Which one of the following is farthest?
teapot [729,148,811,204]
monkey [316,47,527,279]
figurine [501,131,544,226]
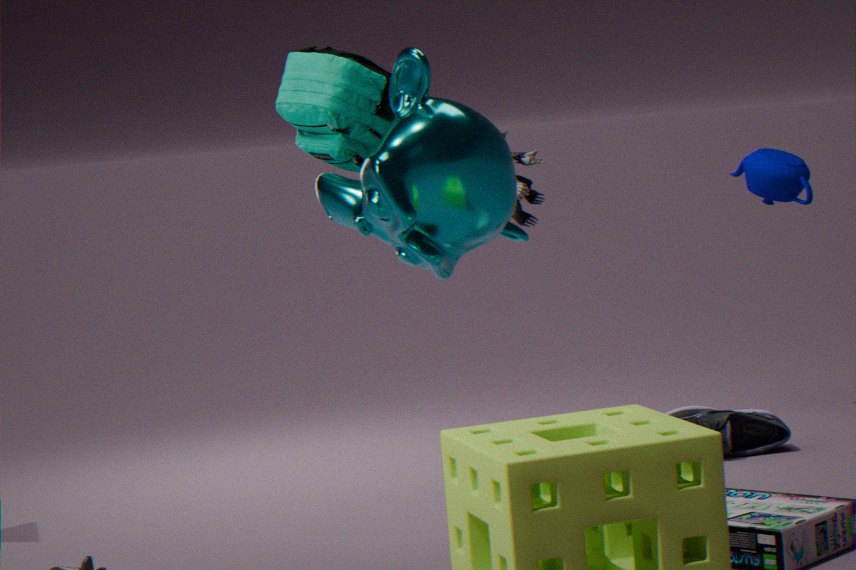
teapot [729,148,811,204]
